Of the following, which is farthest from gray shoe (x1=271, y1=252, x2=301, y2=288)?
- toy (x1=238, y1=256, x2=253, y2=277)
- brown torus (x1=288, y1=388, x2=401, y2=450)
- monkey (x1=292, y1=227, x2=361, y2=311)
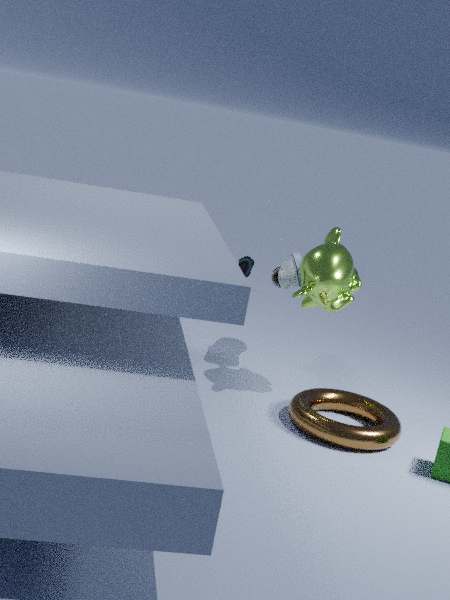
toy (x1=238, y1=256, x2=253, y2=277)
